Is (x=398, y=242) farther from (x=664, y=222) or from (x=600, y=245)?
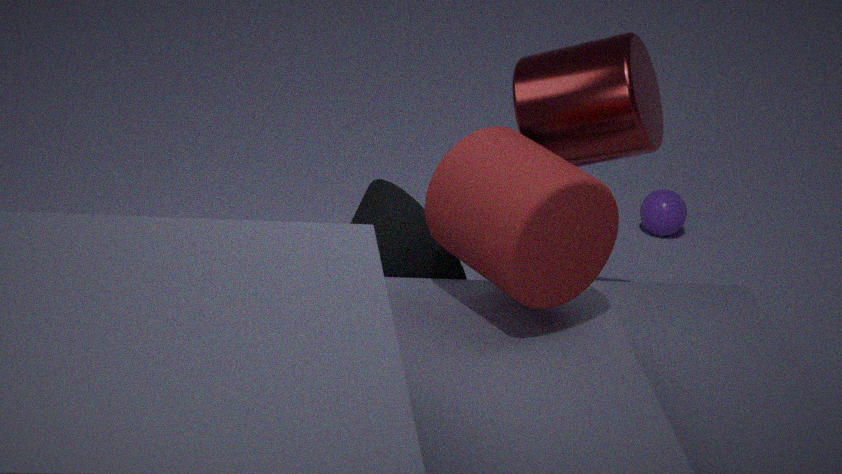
(x=664, y=222)
